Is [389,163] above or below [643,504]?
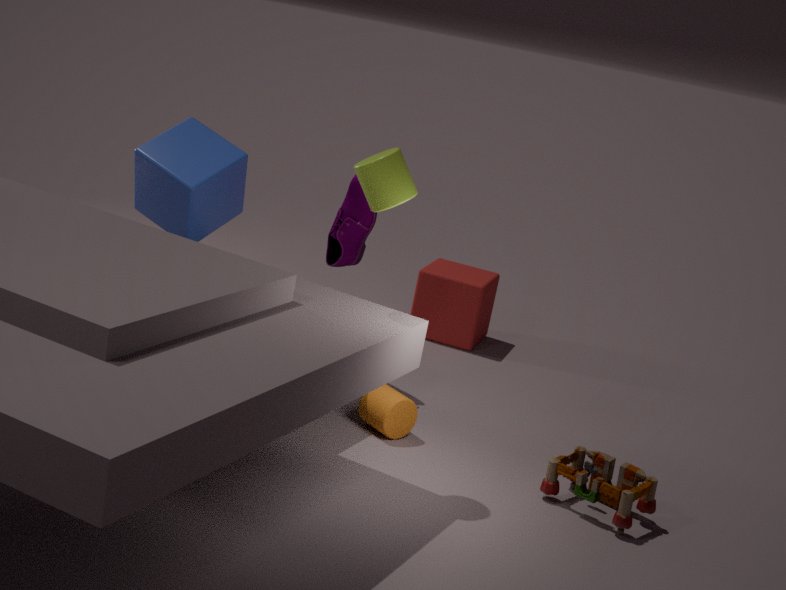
above
